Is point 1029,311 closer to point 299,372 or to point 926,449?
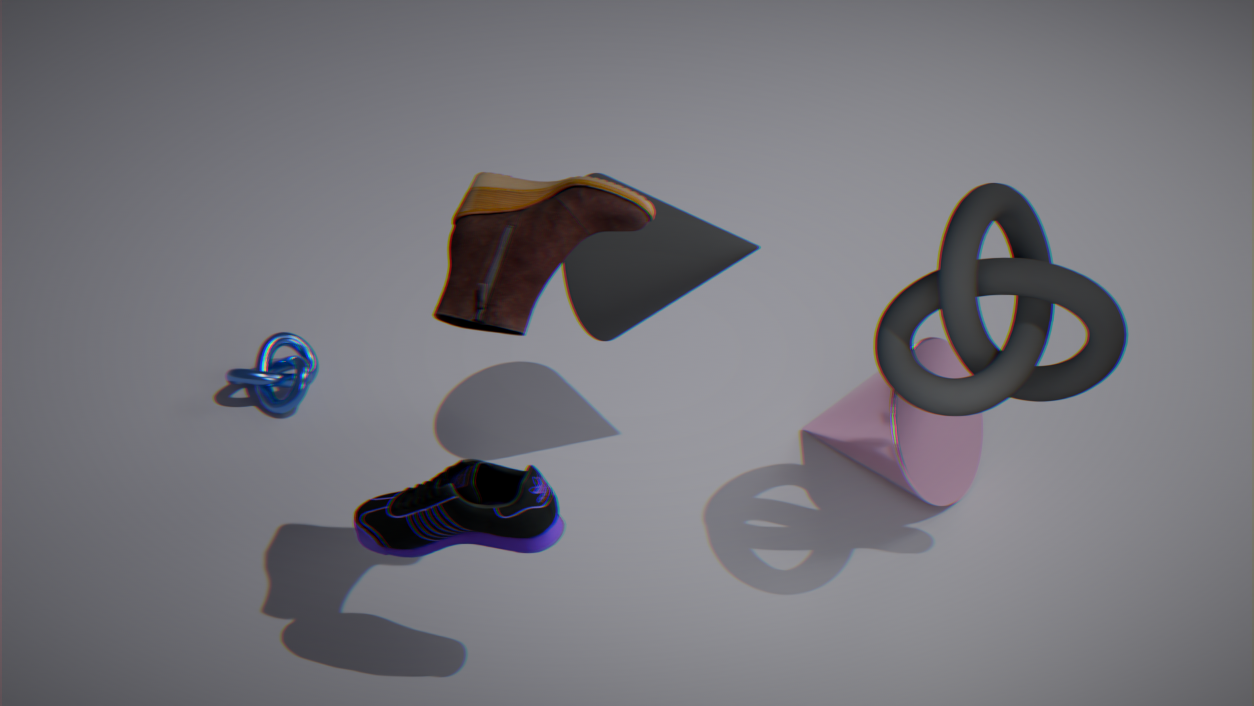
point 926,449
